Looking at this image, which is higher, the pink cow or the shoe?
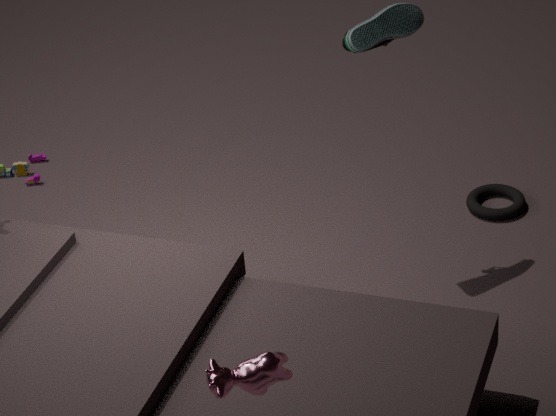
the shoe
